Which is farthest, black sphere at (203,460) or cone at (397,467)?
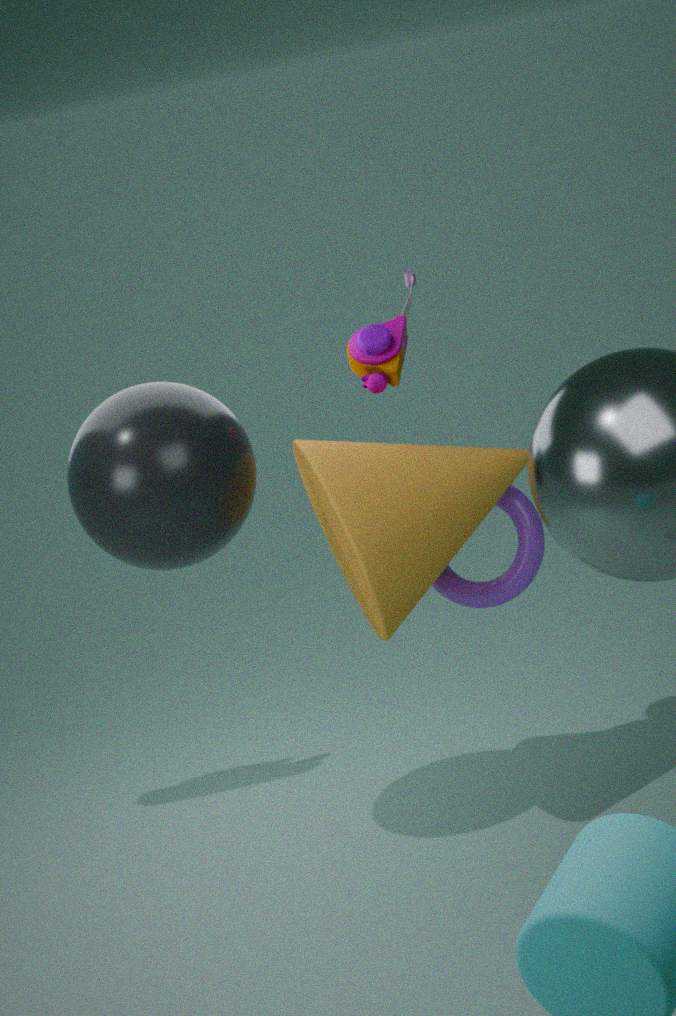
cone at (397,467)
